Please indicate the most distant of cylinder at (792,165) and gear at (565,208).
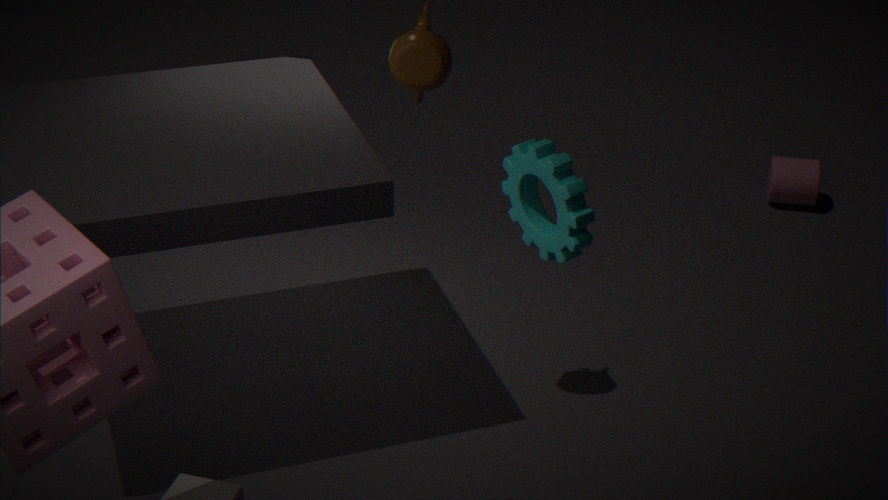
cylinder at (792,165)
